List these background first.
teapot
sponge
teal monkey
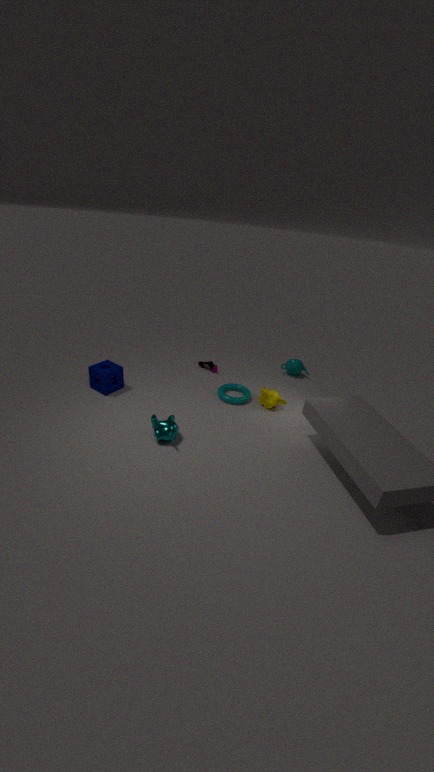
1. teapot
2. sponge
3. teal monkey
